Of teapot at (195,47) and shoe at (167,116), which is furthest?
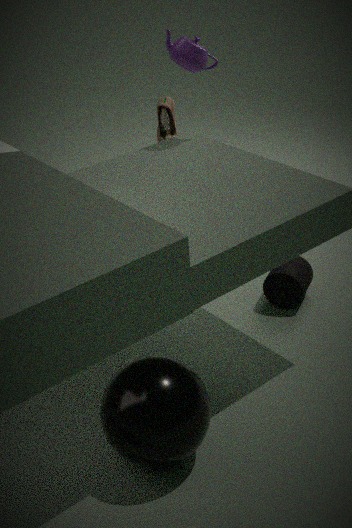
shoe at (167,116)
